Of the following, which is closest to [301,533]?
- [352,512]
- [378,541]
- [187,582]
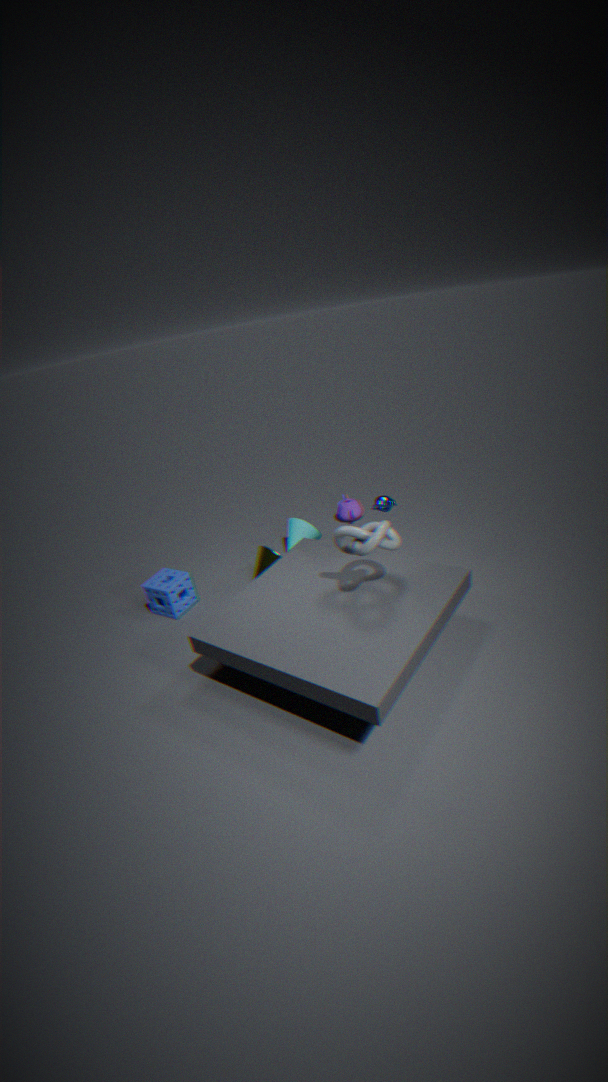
[352,512]
